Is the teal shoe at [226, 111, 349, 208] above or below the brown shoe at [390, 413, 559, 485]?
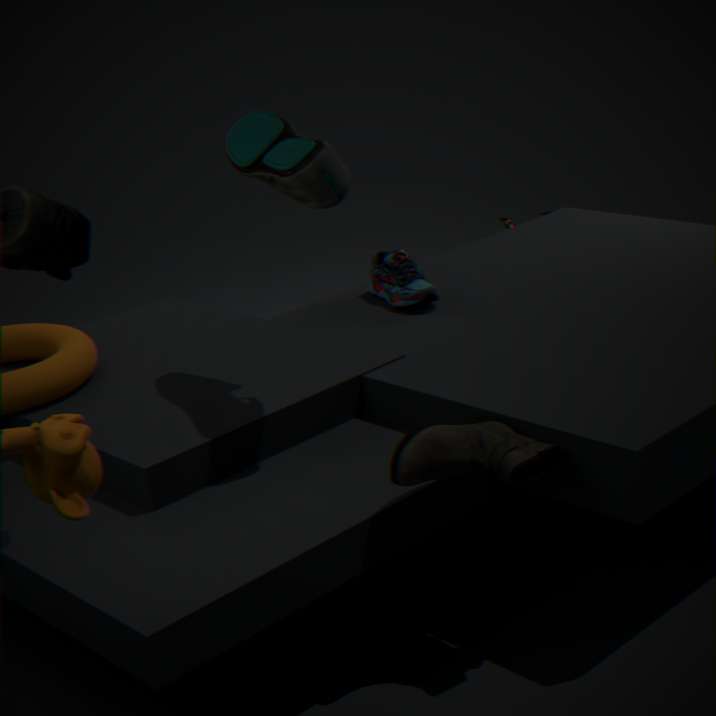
above
